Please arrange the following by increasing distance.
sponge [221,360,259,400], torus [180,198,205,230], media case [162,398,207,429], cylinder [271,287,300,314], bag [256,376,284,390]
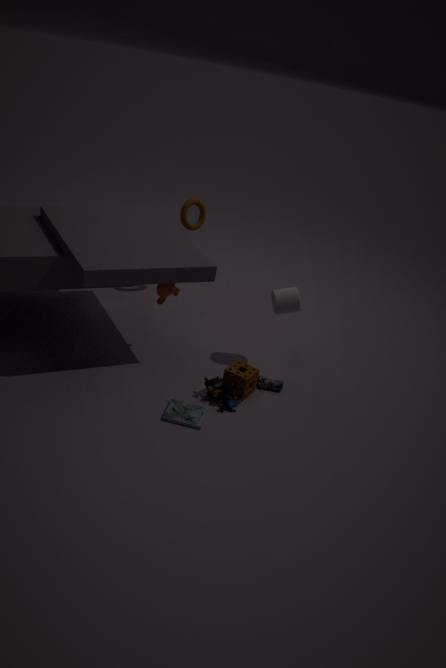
1. media case [162,398,207,429]
2. sponge [221,360,259,400]
3. bag [256,376,284,390]
4. cylinder [271,287,300,314]
5. torus [180,198,205,230]
